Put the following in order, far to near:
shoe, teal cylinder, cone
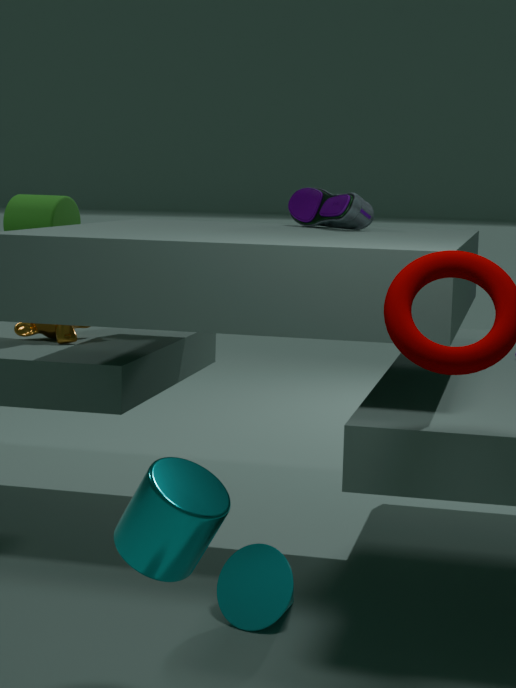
shoe < cone < teal cylinder
